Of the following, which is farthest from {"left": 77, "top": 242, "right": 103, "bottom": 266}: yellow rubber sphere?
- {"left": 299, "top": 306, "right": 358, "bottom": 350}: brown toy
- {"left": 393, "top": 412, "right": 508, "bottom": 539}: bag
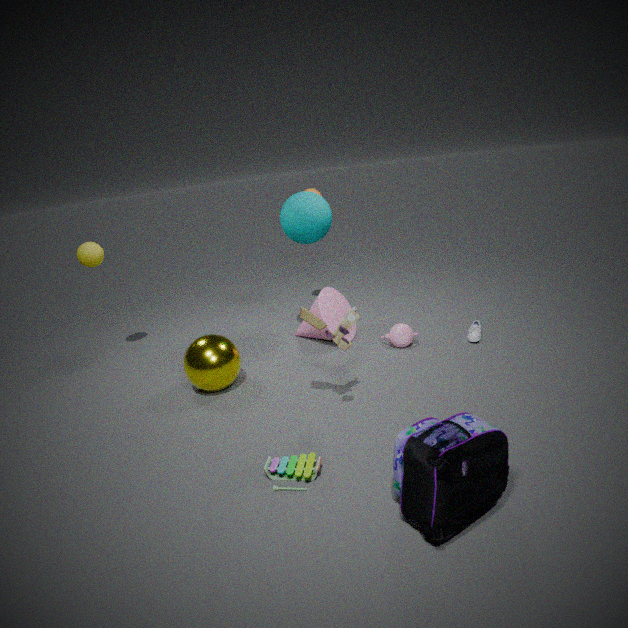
{"left": 393, "top": 412, "right": 508, "bottom": 539}: bag
